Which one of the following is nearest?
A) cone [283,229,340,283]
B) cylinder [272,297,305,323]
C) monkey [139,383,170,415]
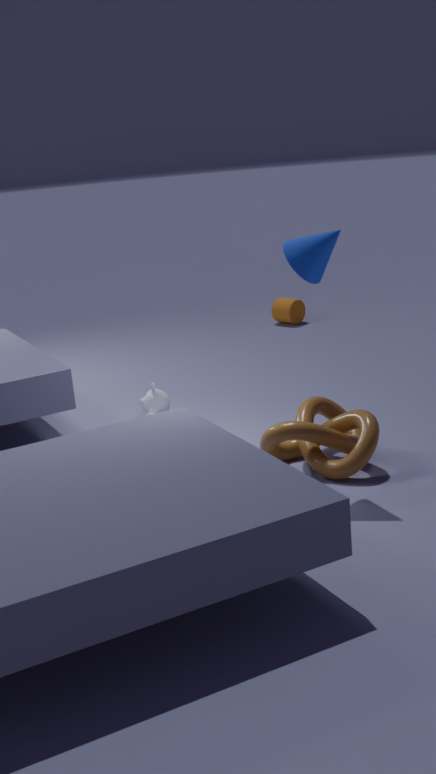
cone [283,229,340,283]
